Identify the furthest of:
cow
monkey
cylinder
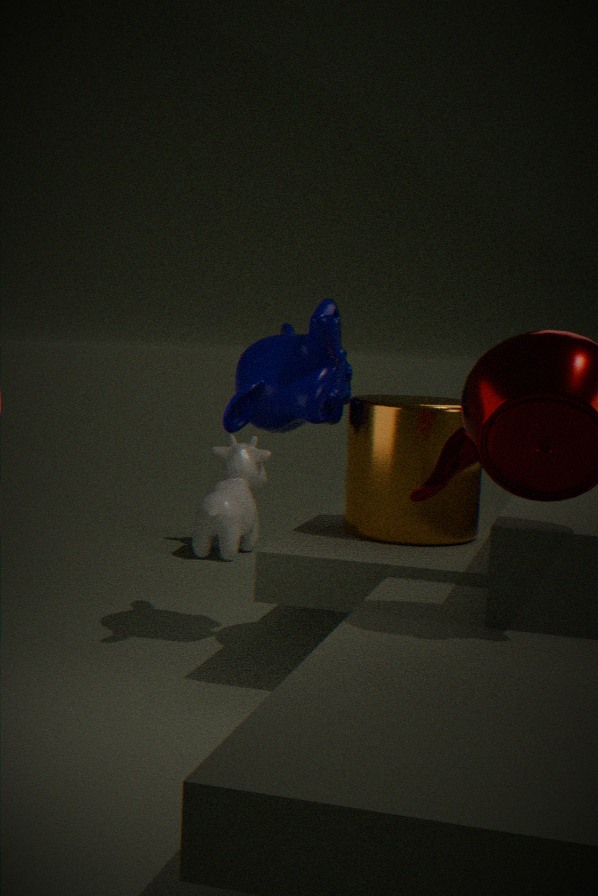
cow
